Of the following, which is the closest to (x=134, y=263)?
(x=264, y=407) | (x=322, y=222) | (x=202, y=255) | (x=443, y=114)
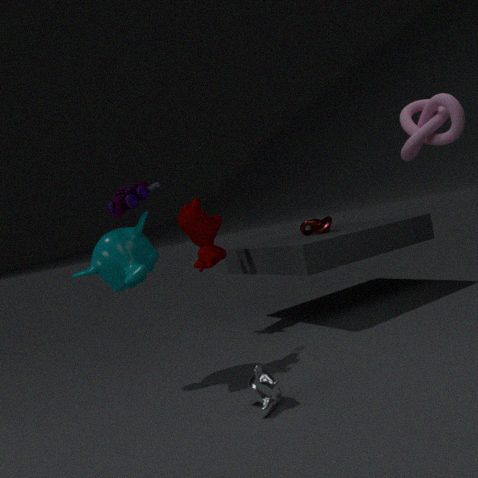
(x=202, y=255)
